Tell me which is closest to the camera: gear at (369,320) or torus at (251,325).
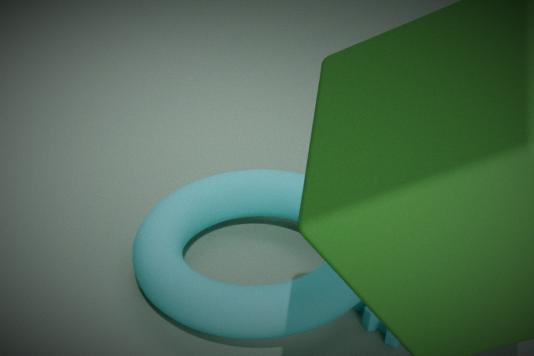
torus at (251,325)
